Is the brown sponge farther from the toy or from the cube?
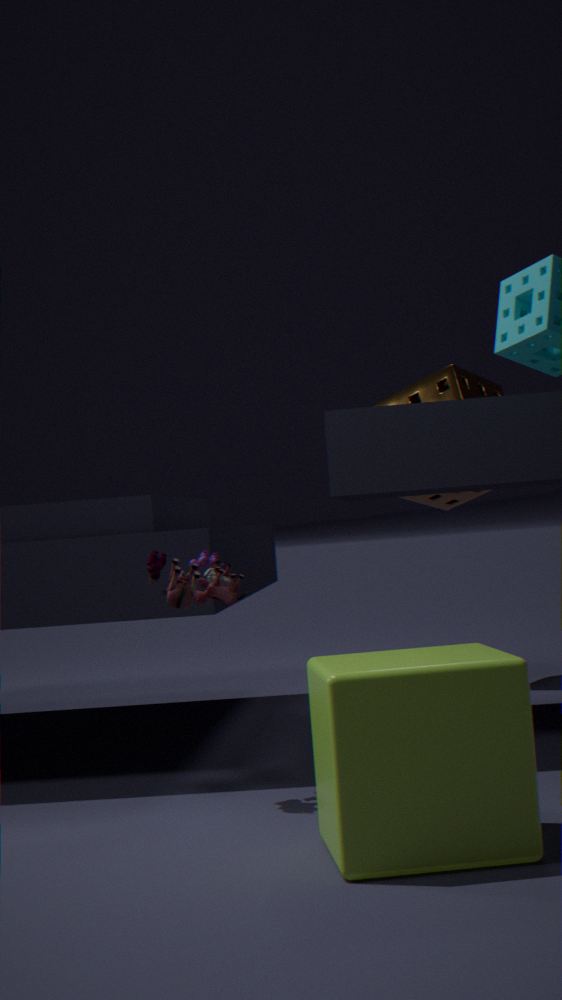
the cube
